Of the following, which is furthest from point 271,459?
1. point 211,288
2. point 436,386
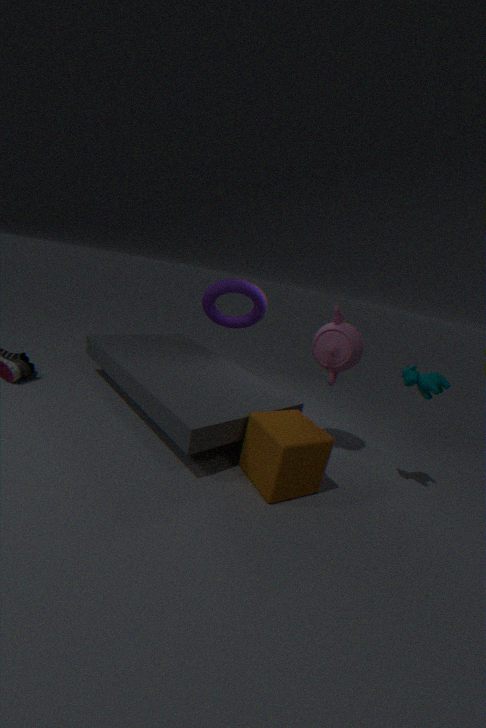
point 211,288
